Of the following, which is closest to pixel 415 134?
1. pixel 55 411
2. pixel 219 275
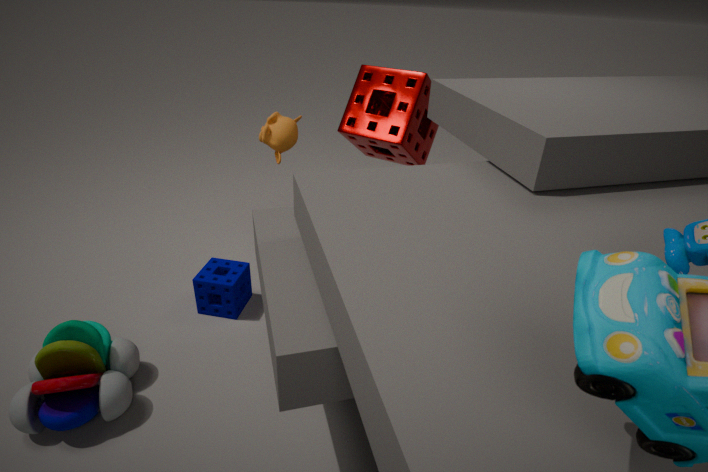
pixel 219 275
